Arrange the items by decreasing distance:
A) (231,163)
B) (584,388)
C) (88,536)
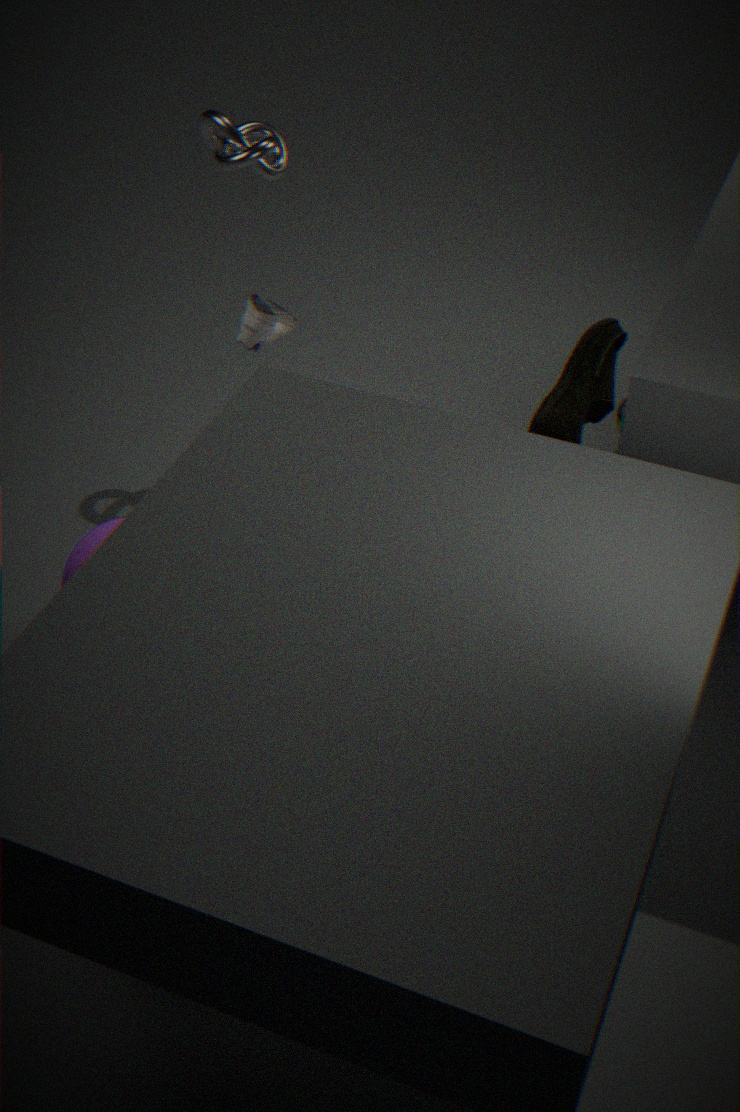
(231,163) < (88,536) < (584,388)
